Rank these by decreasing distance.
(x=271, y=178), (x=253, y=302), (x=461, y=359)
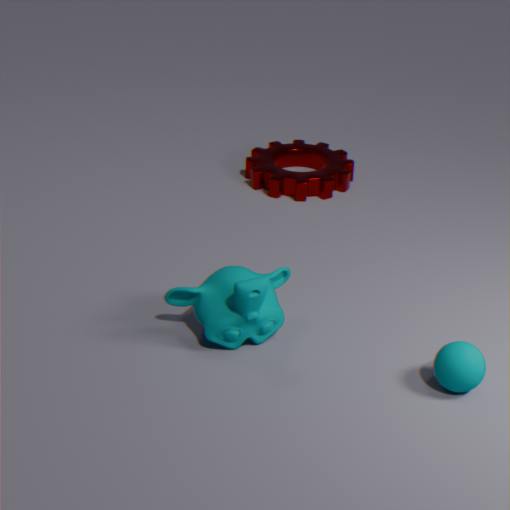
(x=271, y=178) < (x=253, y=302) < (x=461, y=359)
